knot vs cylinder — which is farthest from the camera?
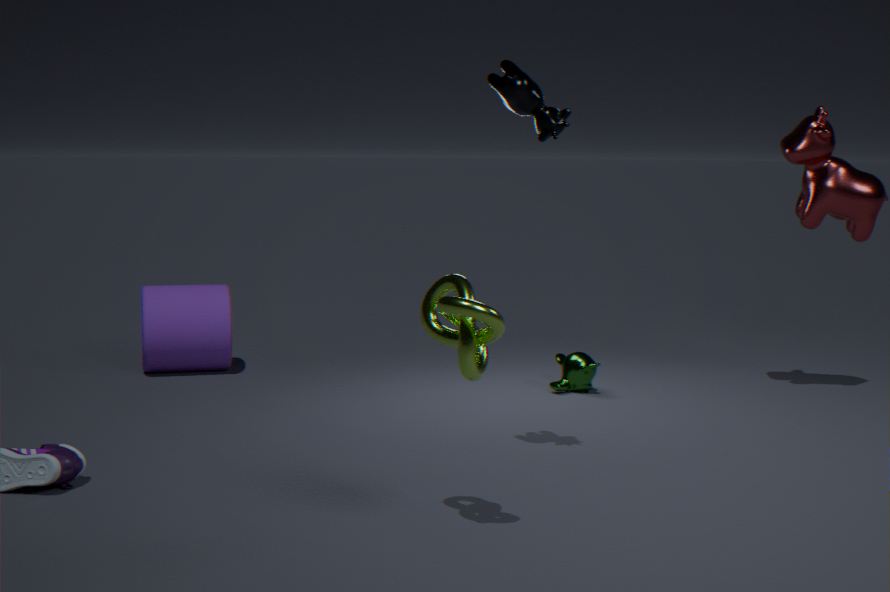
cylinder
